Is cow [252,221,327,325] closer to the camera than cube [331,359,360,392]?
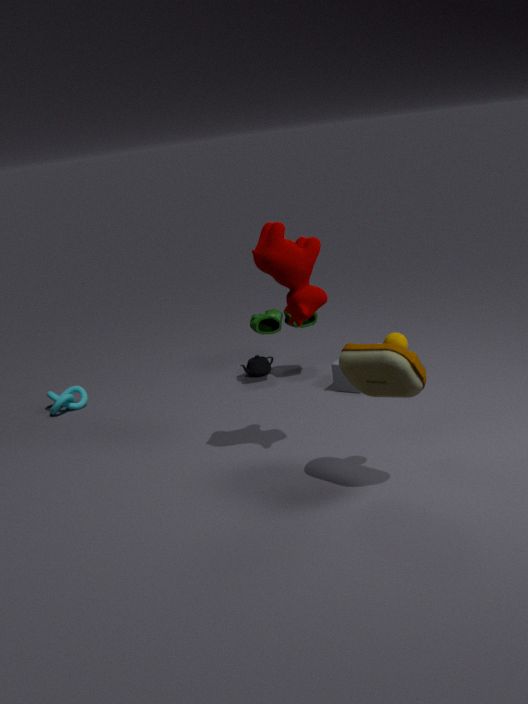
Yes
